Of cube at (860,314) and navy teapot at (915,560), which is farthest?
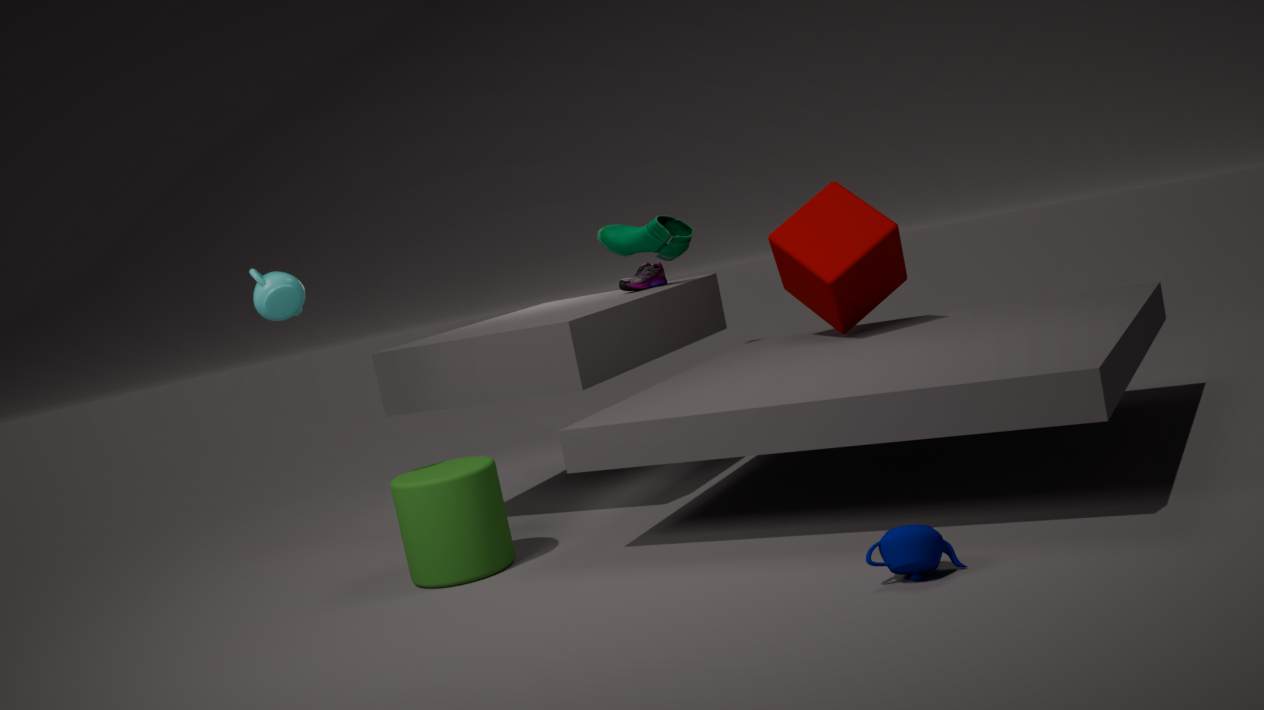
cube at (860,314)
